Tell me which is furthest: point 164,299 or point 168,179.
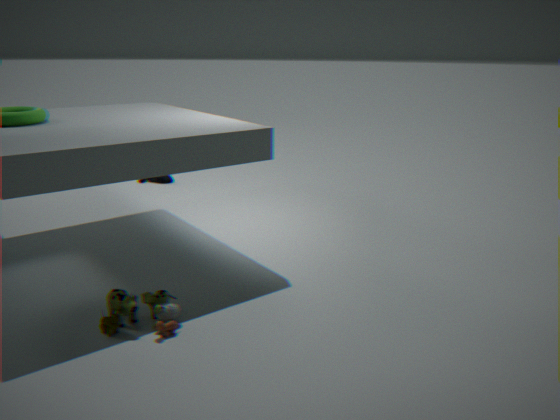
point 168,179
